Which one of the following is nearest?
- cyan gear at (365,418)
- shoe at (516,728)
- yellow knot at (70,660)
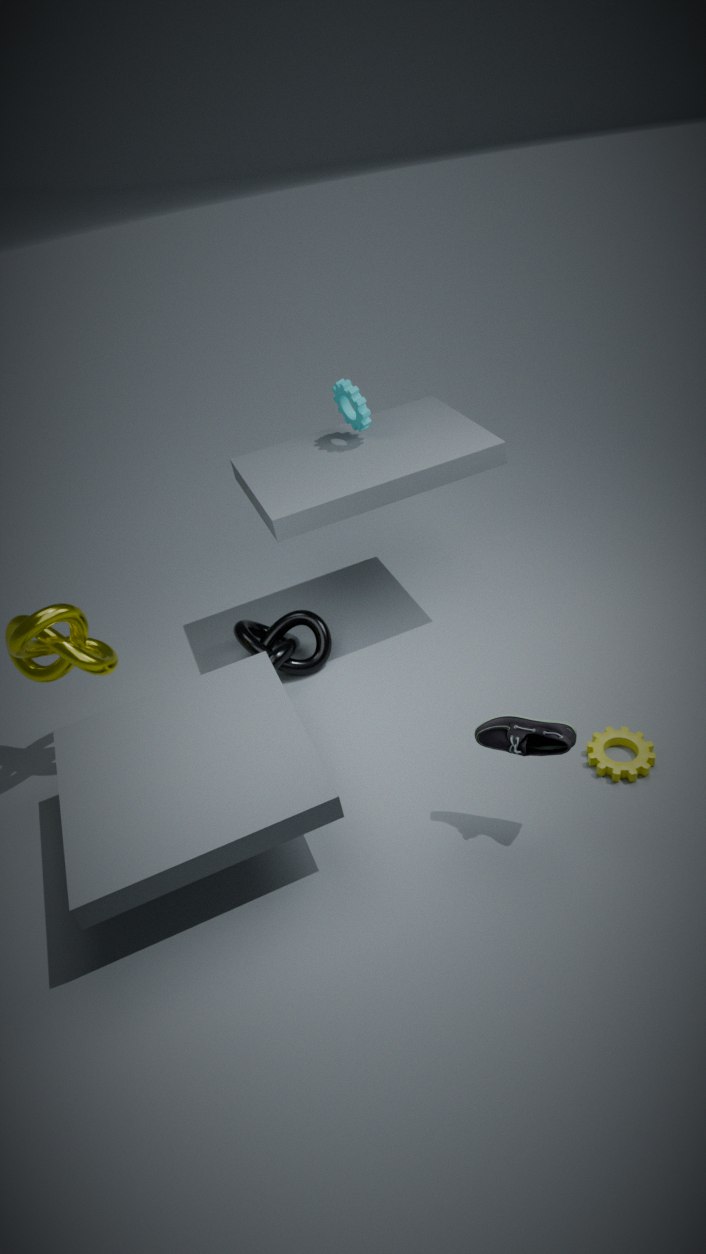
shoe at (516,728)
